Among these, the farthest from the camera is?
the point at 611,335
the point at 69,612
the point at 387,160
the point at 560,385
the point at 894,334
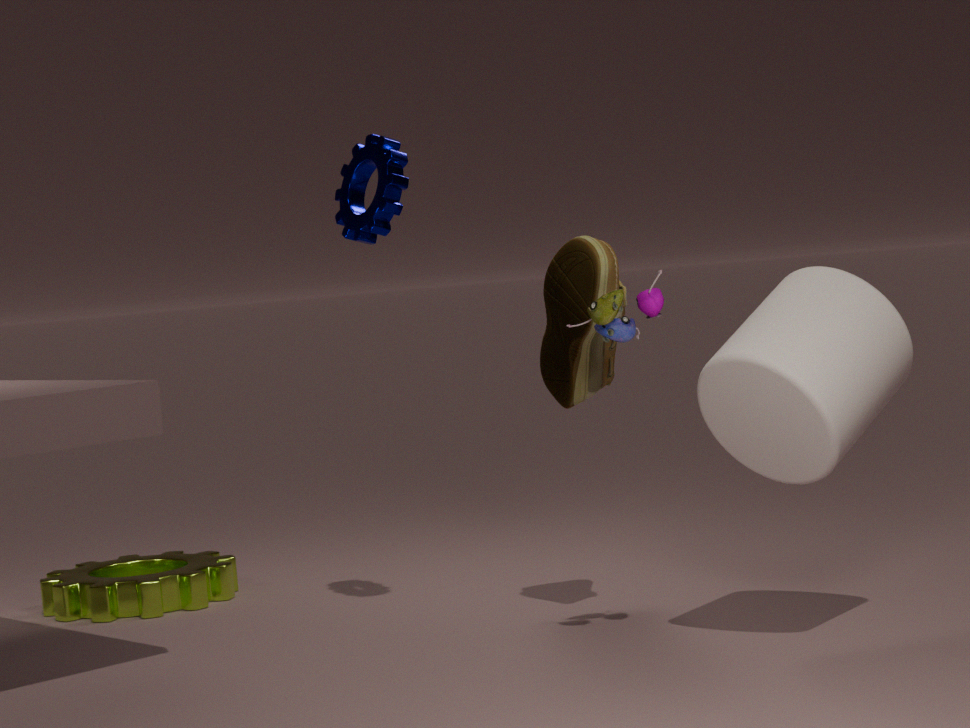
the point at 69,612
